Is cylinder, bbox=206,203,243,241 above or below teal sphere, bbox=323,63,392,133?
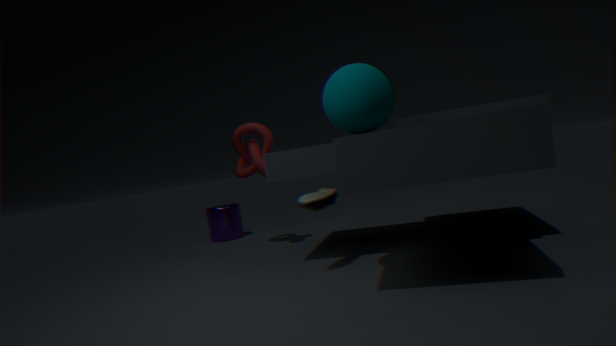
below
